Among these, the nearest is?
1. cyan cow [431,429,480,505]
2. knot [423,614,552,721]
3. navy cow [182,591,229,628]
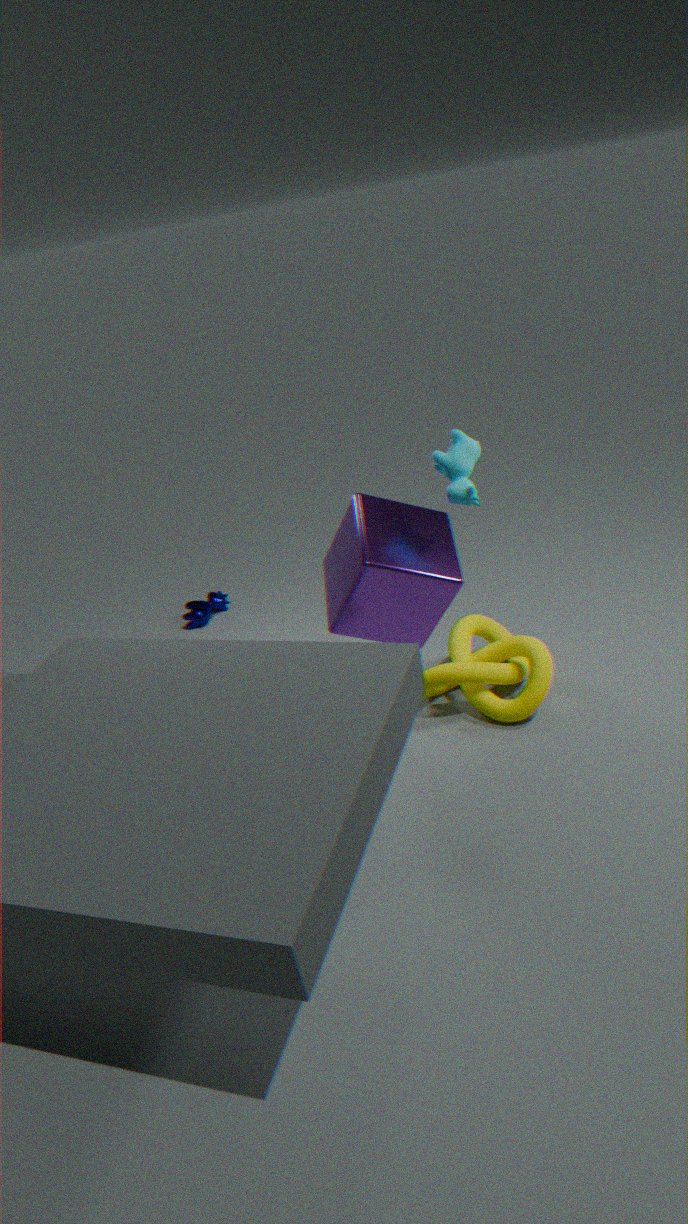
cyan cow [431,429,480,505]
